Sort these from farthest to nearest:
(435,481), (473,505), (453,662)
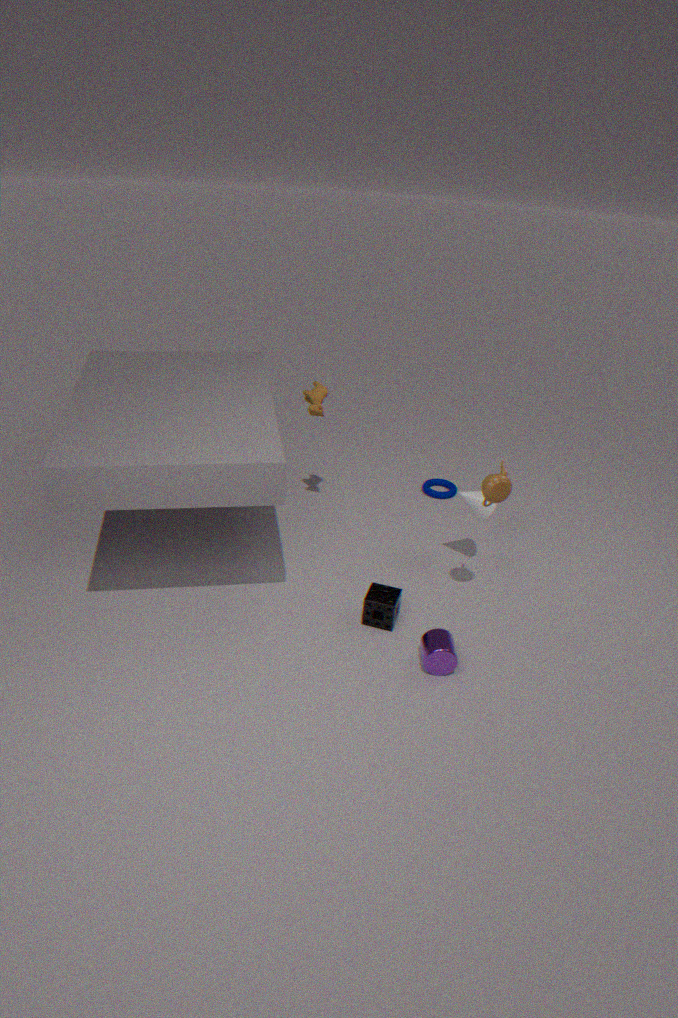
(435,481)
(473,505)
(453,662)
